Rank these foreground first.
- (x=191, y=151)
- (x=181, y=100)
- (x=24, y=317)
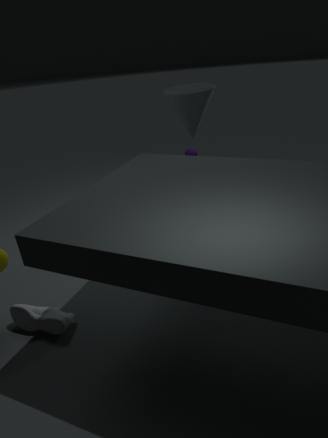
(x=24, y=317) < (x=181, y=100) < (x=191, y=151)
